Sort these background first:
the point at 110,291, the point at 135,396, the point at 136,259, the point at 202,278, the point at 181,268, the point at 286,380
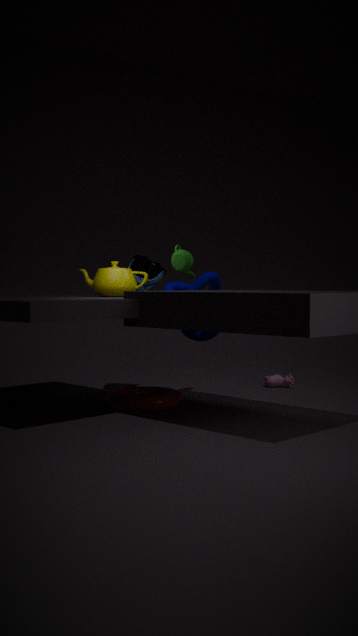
the point at 286,380 → the point at 136,259 → the point at 202,278 → the point at 110,291 → the point at 181,268 → the point at 135,396
